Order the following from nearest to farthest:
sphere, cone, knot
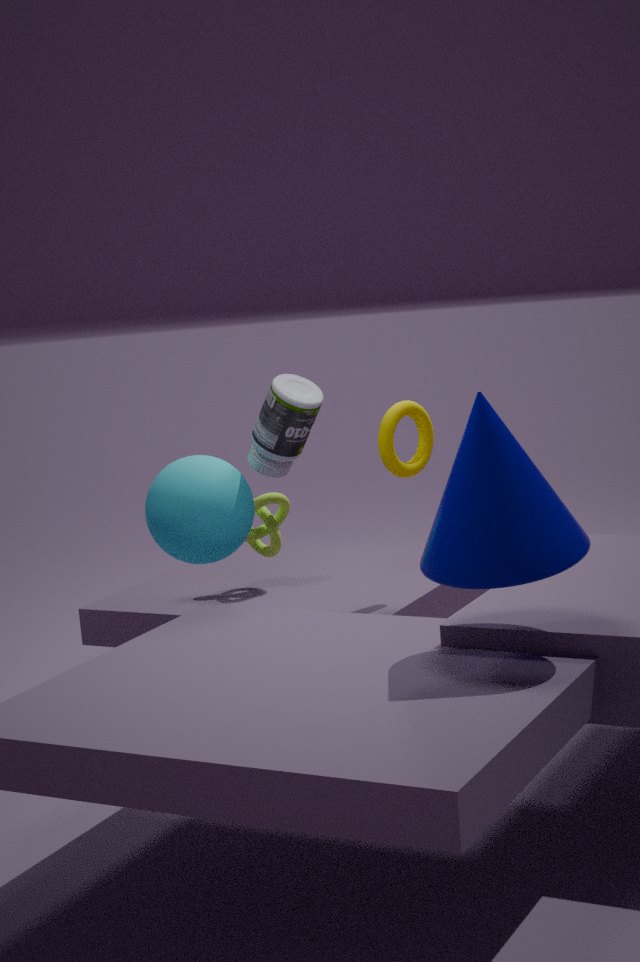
cone → sphere → knot
